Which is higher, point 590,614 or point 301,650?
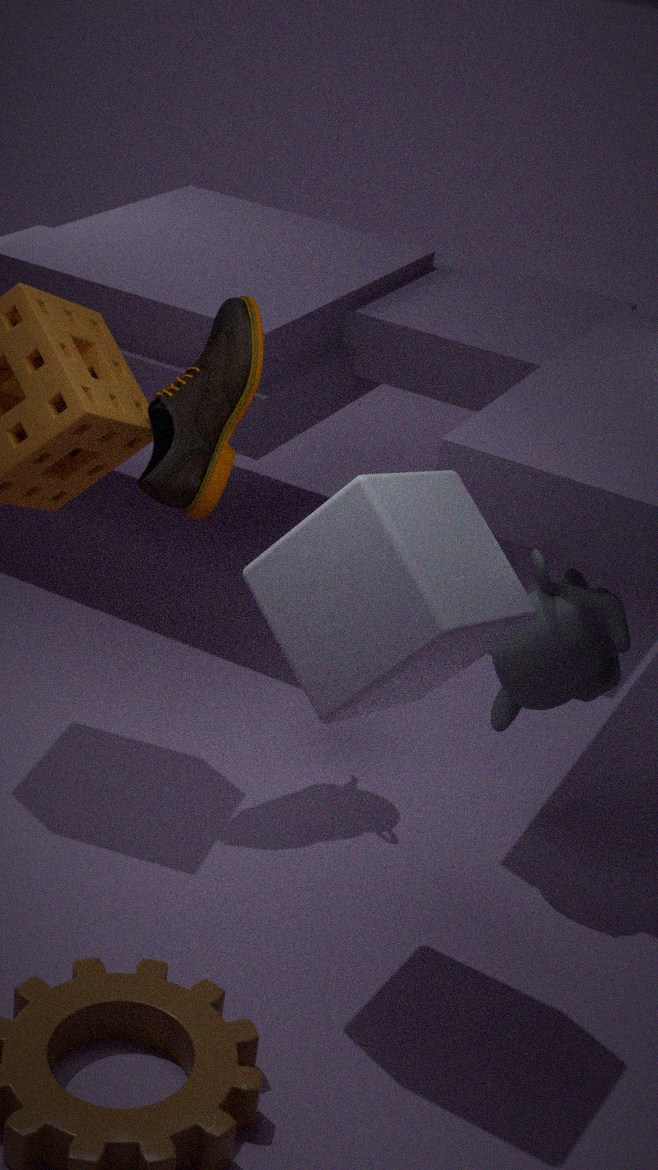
point 301,650
